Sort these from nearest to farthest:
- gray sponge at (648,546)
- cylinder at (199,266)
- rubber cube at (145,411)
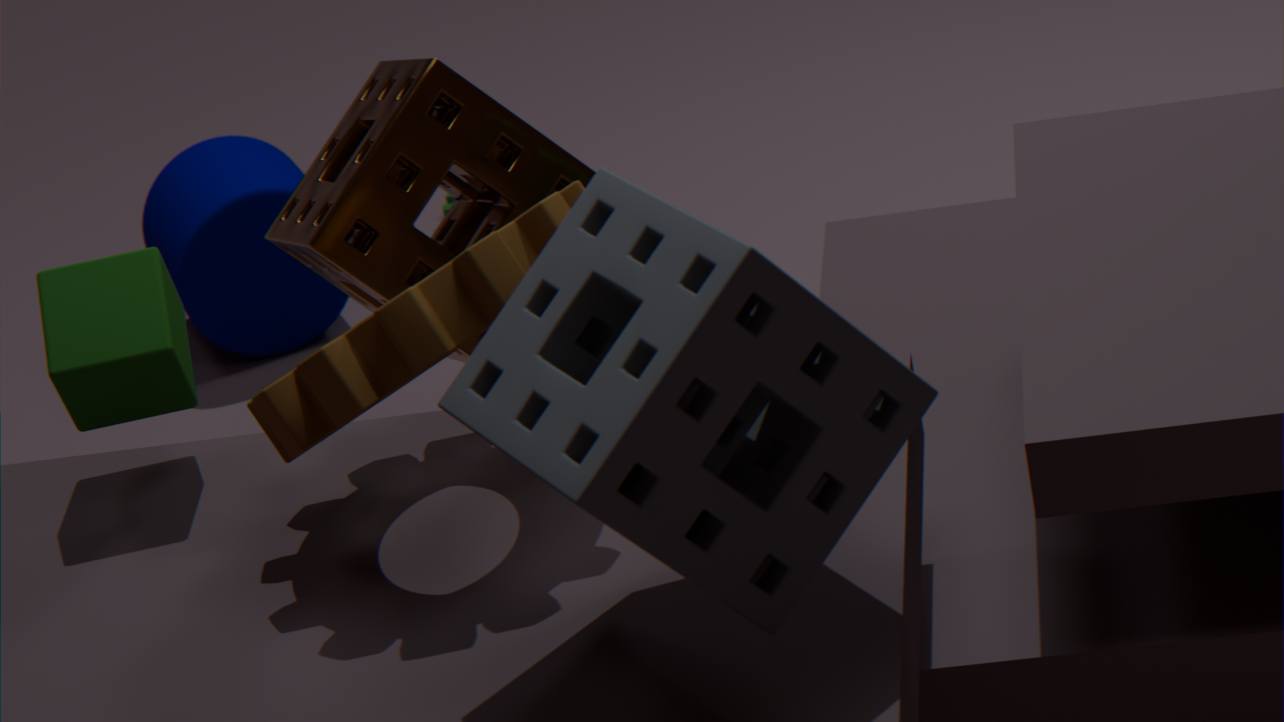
gray sponge at (648,546)
rubber cube at (145,411)
cylinder at (199,266)
